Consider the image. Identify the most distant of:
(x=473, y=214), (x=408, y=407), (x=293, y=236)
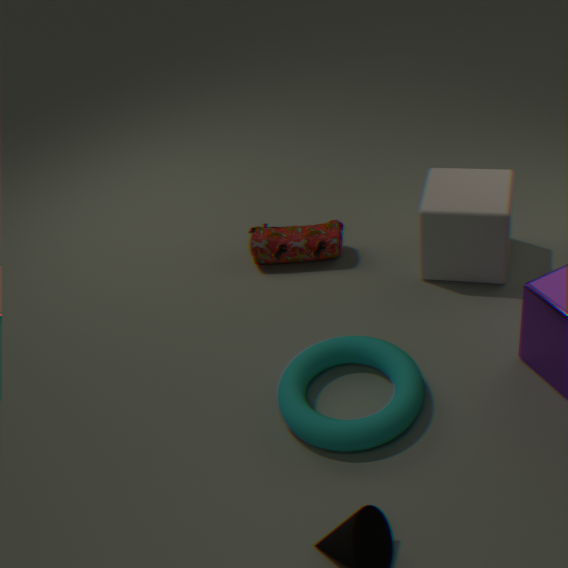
(x=293, y=236)
